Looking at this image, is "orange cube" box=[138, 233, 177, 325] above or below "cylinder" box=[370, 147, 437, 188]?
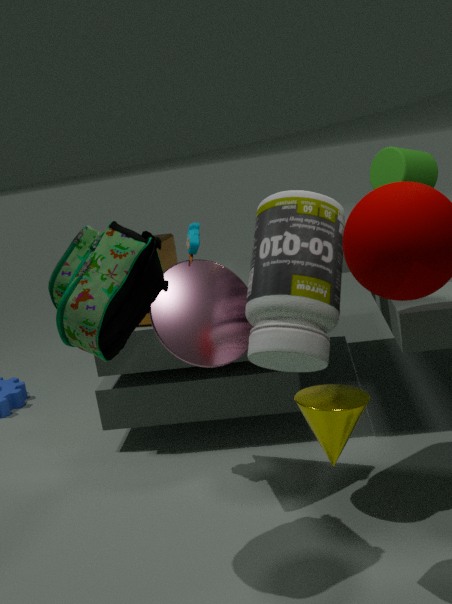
below
